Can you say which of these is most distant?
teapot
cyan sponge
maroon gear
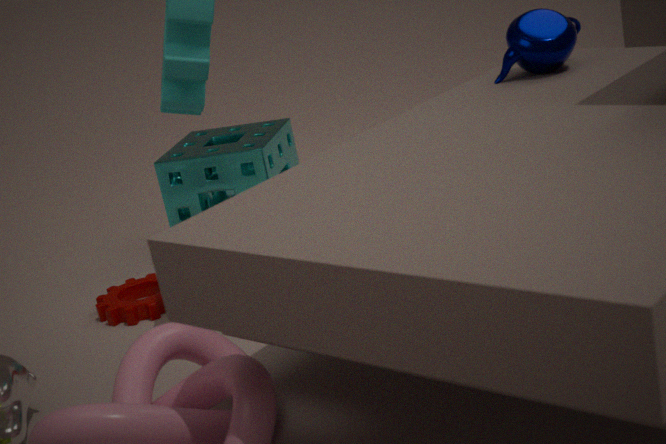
cyan sponge
